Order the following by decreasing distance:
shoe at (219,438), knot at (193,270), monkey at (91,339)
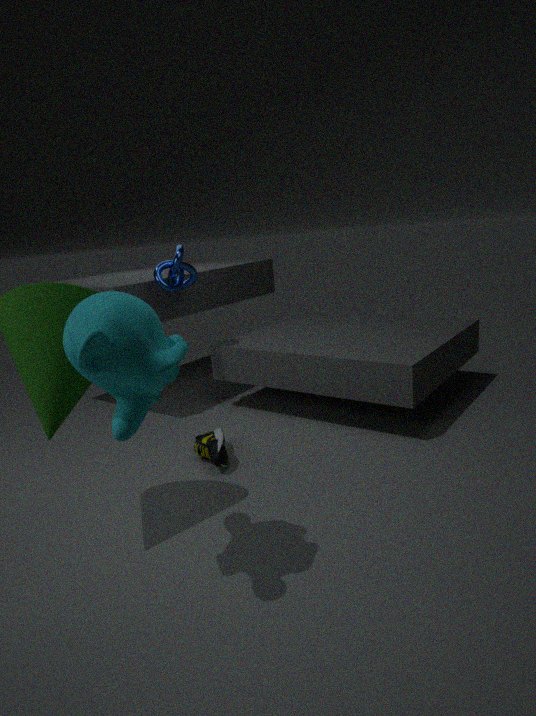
knot at (193,270), shoe at (219,438), monkey at (91,339)
